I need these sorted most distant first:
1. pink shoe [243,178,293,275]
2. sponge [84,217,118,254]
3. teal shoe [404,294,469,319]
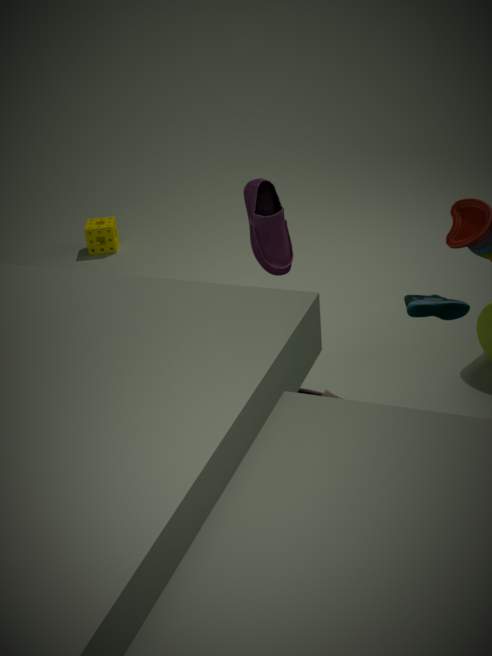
1. sponge [84,217,118,254]
2. pink shoe [243,178,293,275]
3. teal shoe [404,294,469,319]
